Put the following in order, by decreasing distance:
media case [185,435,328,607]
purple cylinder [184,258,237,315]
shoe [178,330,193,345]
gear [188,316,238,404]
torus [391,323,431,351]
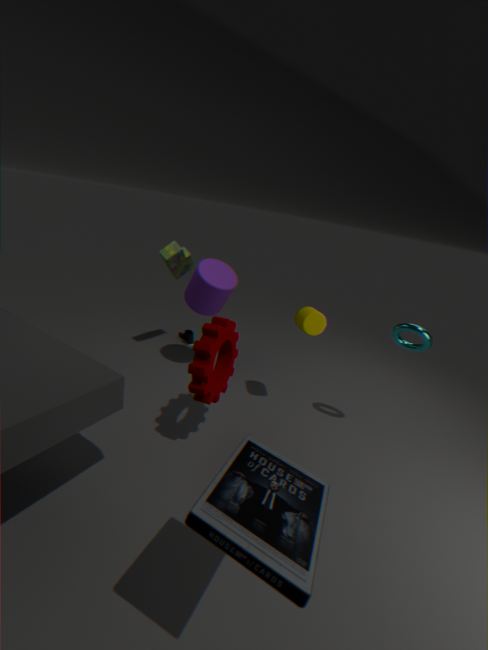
1. shoe [178,330,193,345]
2. purple cylinder [184,258,237,315]
3. torus [391,323,431,351]
4. gear [188,316,238,404]
5. media case [185,435,328,607]
